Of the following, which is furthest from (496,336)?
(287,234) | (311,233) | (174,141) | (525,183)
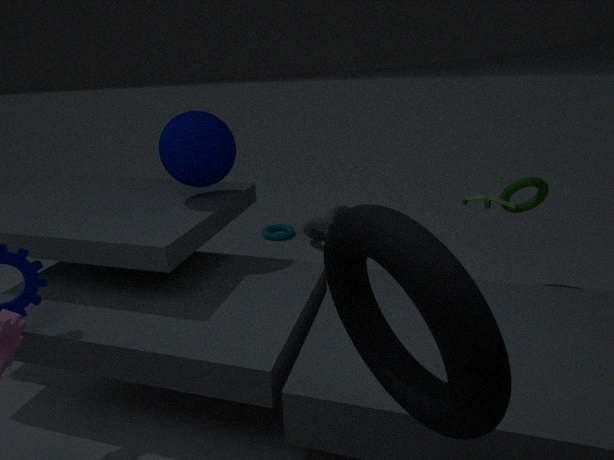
(287,234)
